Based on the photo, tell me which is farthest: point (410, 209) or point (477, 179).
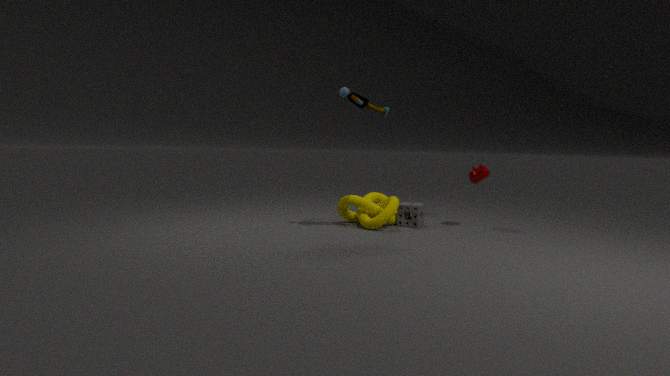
point (410, 209)
